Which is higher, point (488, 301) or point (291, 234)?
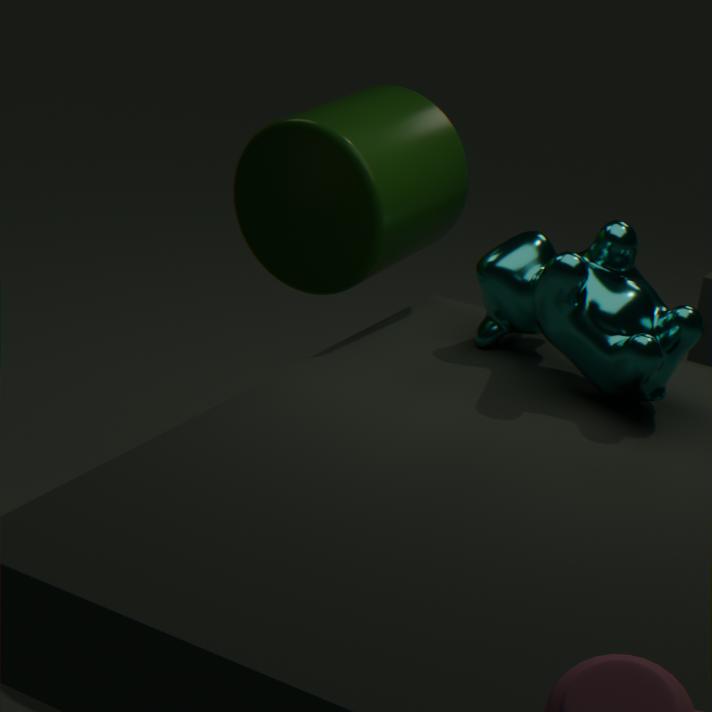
point (291, 234)
